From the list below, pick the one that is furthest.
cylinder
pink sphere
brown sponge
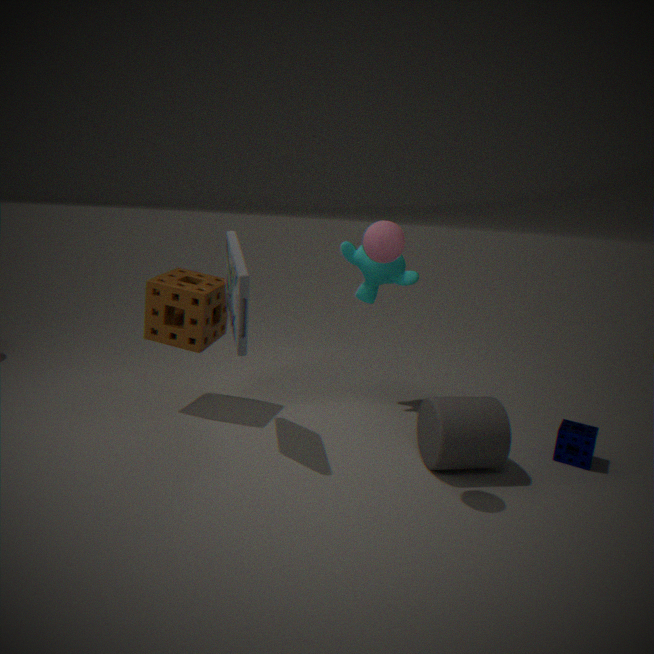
brown sponge
